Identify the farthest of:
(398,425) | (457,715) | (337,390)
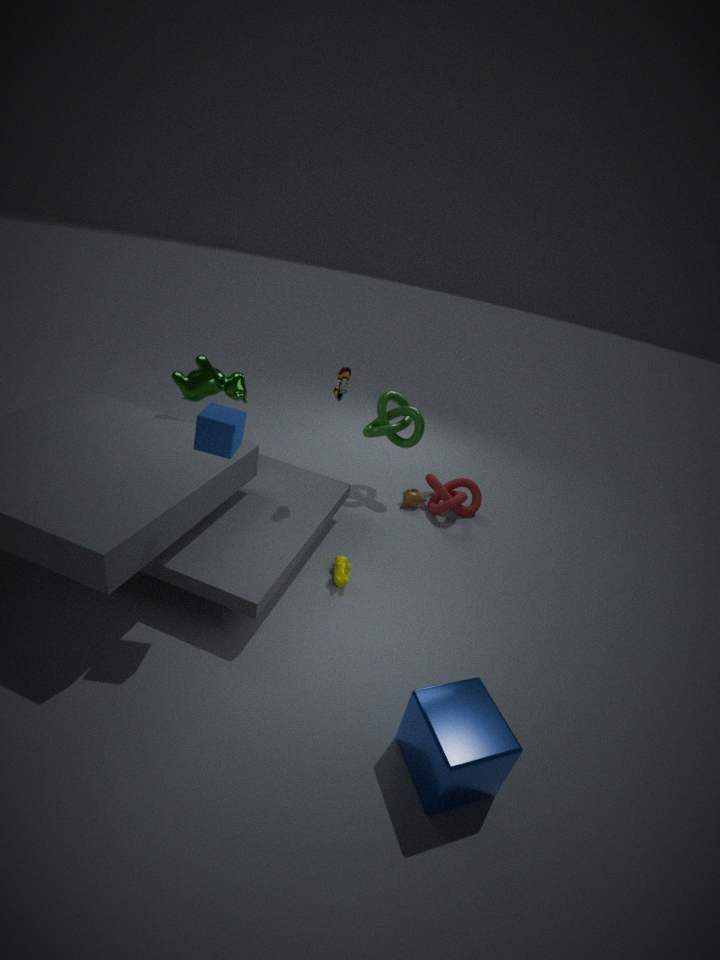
(398,425)
